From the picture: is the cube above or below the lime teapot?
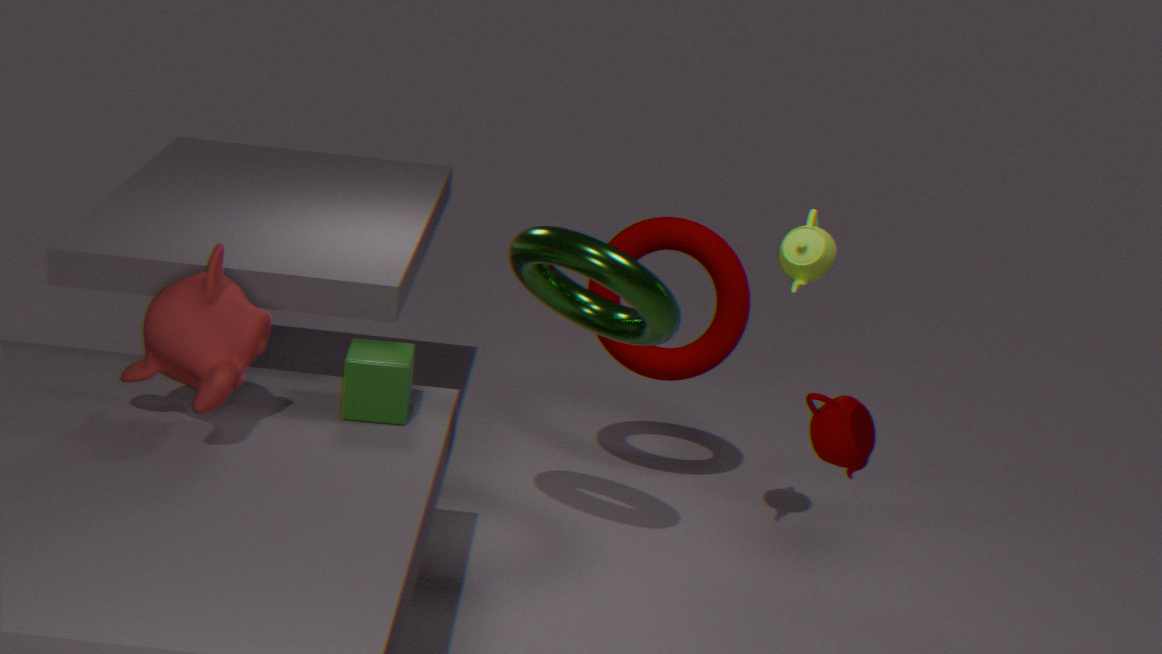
below
